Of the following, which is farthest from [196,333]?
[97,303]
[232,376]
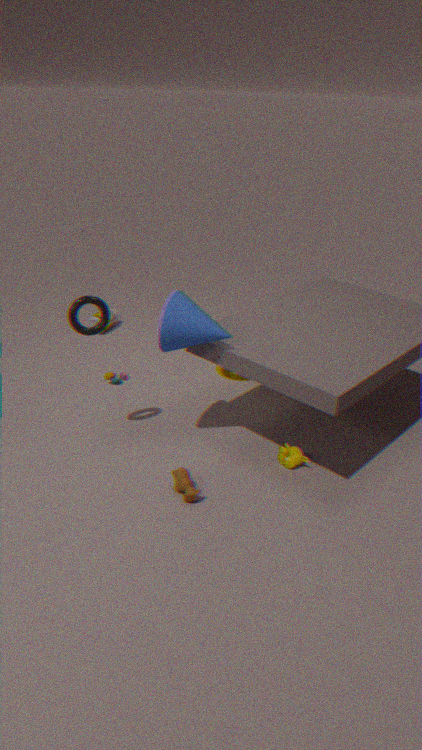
[232,376]
